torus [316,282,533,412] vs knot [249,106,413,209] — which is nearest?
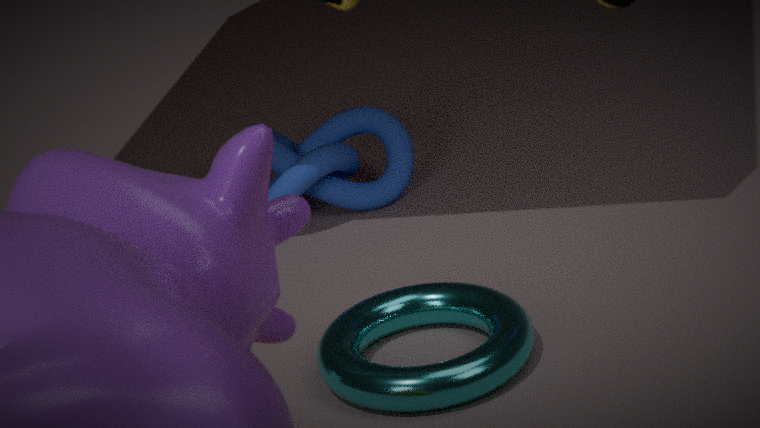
torus [316,282,533,412]
